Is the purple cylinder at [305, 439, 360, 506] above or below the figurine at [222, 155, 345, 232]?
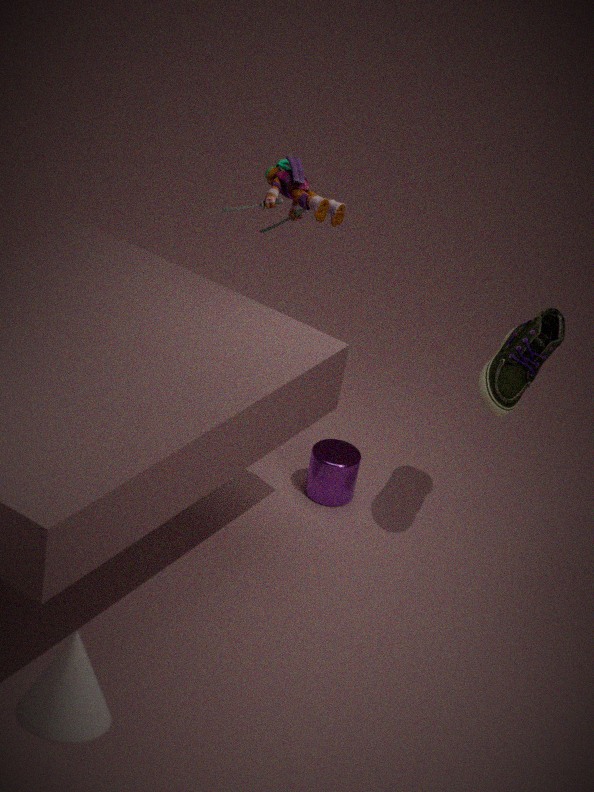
below
